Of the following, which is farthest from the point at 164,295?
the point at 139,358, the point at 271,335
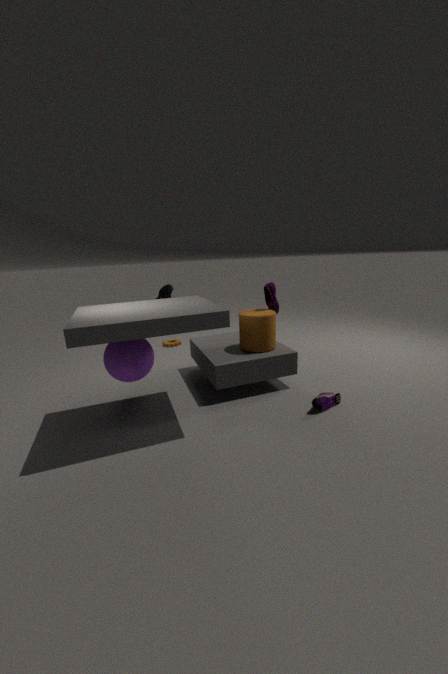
the point at 139,358
